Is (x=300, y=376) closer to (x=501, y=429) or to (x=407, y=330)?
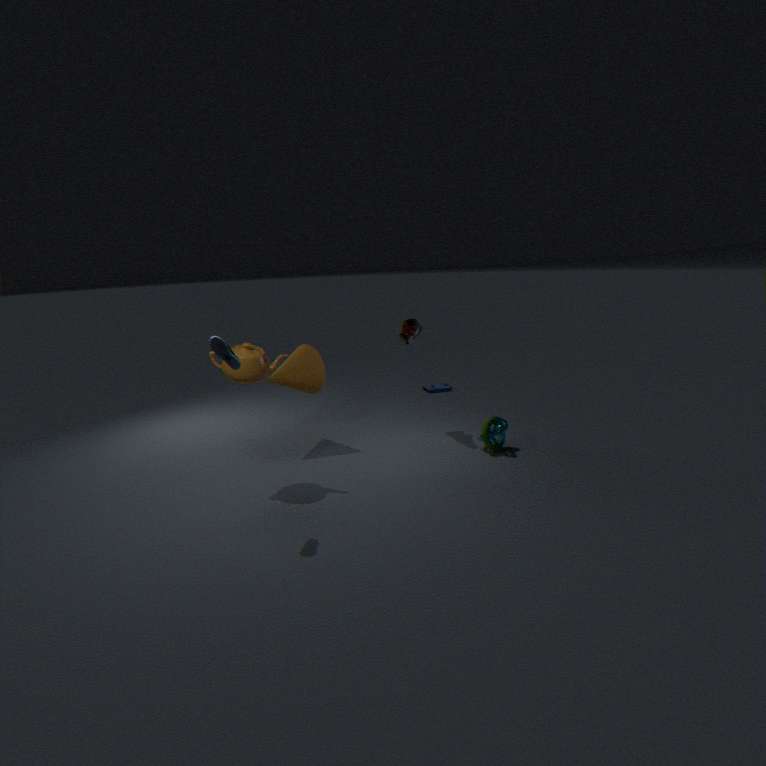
(x=407, y=330)
